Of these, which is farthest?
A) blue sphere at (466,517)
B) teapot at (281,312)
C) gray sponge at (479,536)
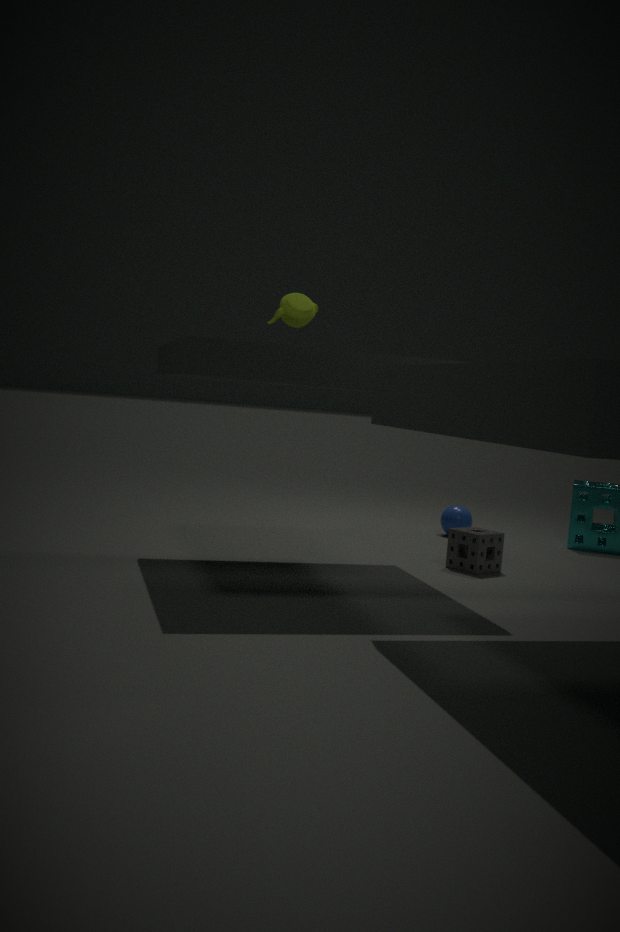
blue sphere at (466,517)
